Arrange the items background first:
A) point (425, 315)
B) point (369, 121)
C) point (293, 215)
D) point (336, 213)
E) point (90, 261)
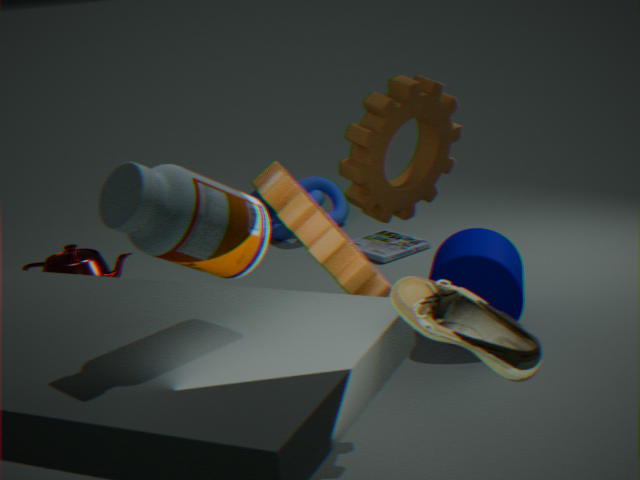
1. point (336, 213)
2. point (90, 261)
3. point (369, 121)
4. point (293, 215)
5. point (425, 315)
